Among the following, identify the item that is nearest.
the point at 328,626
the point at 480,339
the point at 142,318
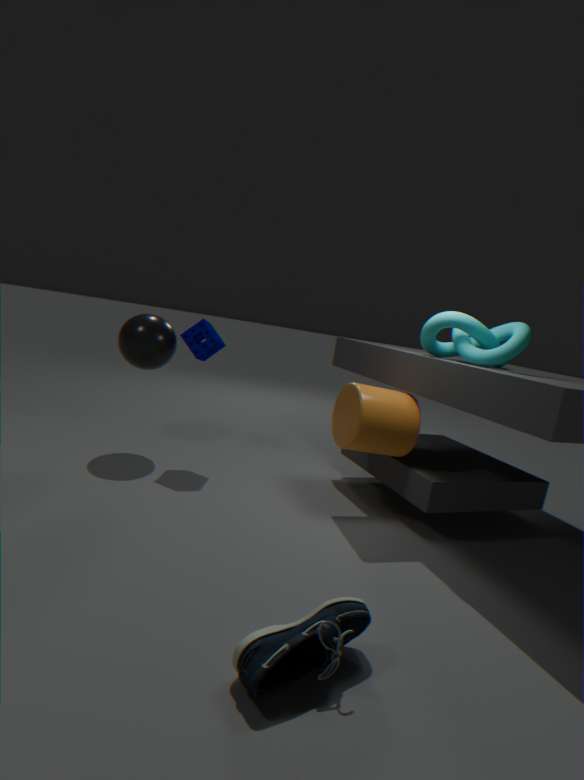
the point at 328,626
